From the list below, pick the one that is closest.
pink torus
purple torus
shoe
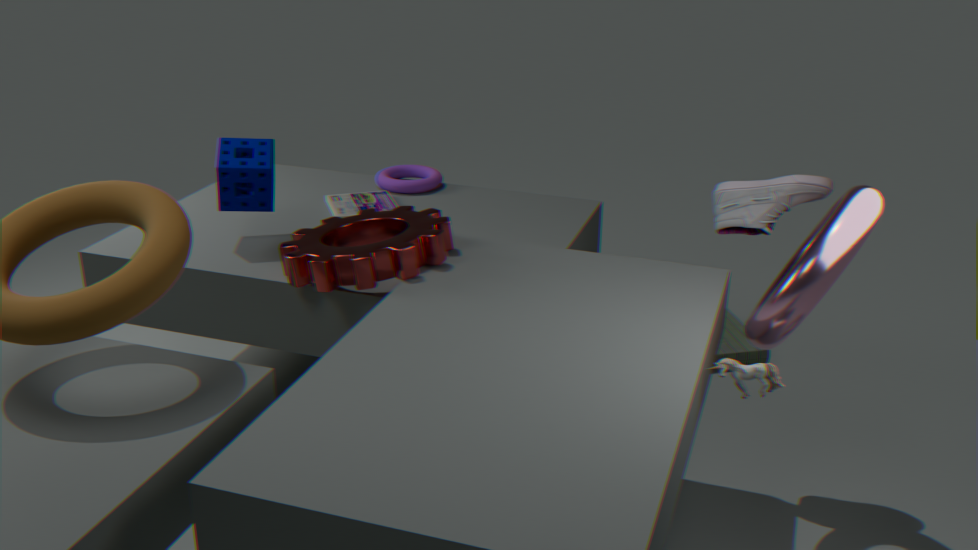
pink torus
